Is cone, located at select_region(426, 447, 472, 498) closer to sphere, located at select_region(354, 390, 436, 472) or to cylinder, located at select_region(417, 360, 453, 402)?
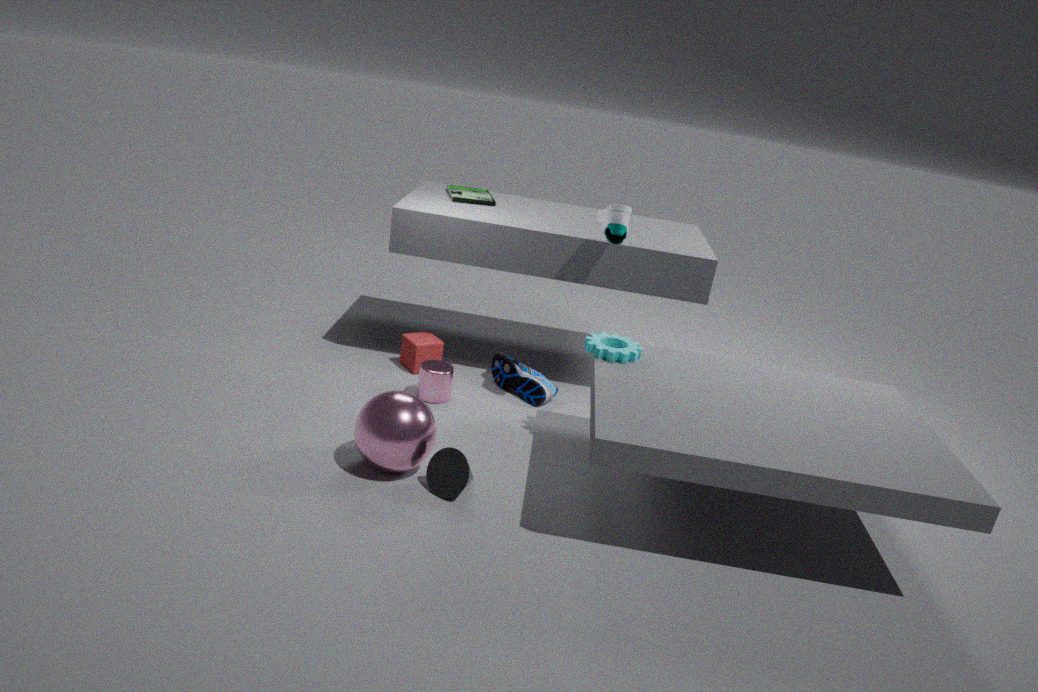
sphere, located at select_region(354, 390, 436, 472)
